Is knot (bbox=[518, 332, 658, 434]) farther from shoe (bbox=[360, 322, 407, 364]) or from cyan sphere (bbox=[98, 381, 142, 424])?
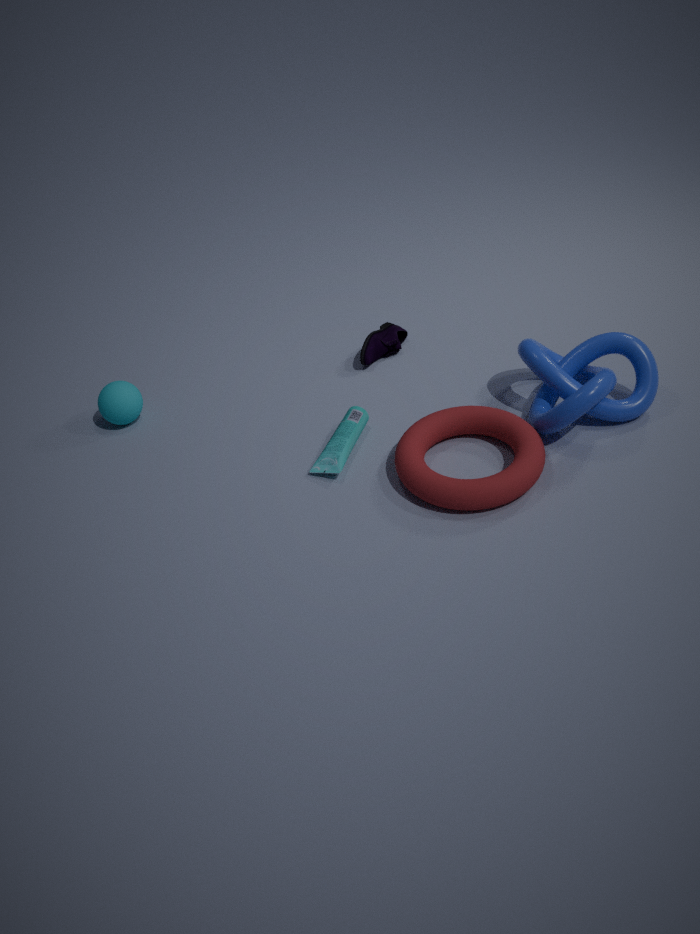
cyan sphere (bbox=[98, 381, 142, 424])
